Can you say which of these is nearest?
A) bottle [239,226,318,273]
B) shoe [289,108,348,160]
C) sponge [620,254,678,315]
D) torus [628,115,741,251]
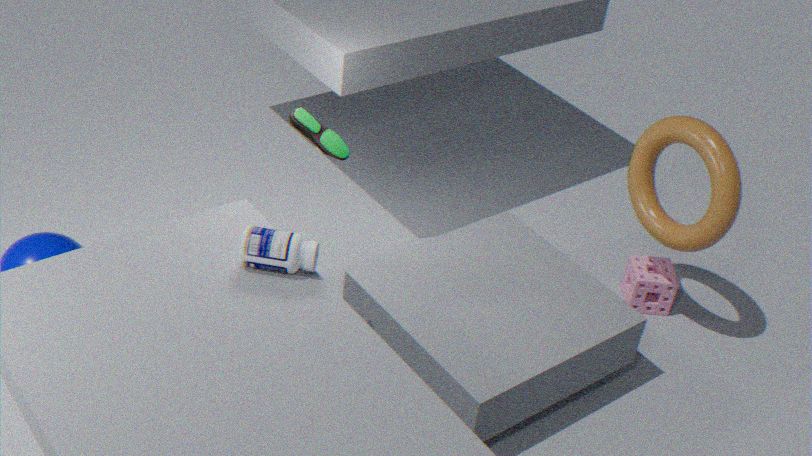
bottle [239,226,318,273]
